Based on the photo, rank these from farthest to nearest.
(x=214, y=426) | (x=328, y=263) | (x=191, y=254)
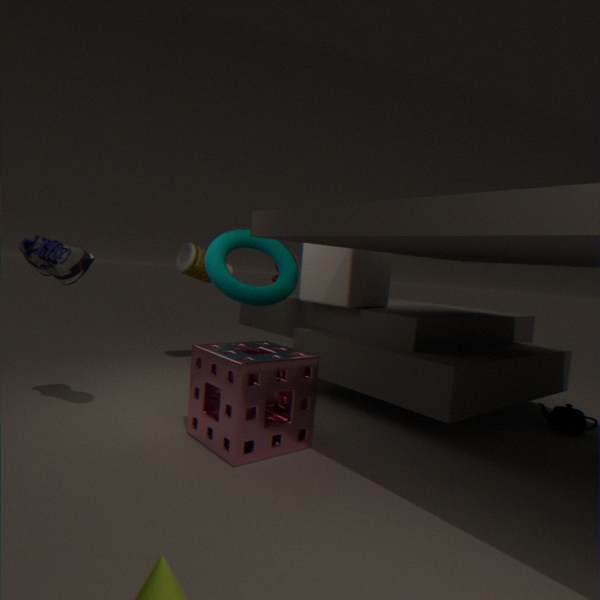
(x=191, y=254), (x=328, y=263), (x=214, y=426)
